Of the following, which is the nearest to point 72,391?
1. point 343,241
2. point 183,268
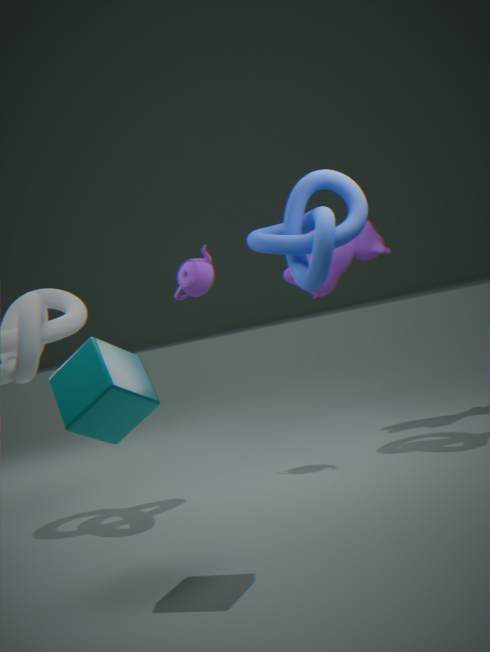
point 183,268
